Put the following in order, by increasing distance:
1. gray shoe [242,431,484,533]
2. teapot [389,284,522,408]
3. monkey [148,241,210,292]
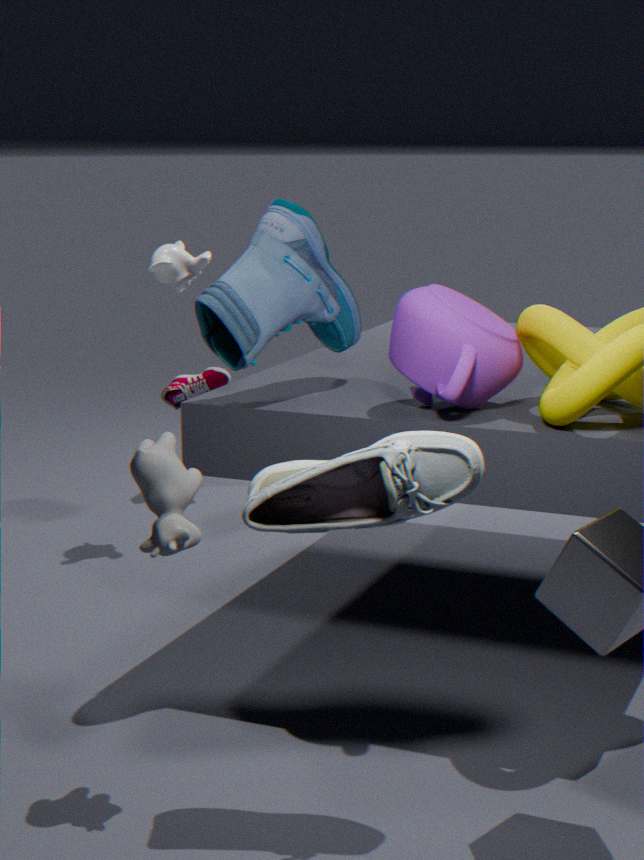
gray shoe [242,431,484,533], teapot [389,284,522,408], monkey [148,241,210,292]
